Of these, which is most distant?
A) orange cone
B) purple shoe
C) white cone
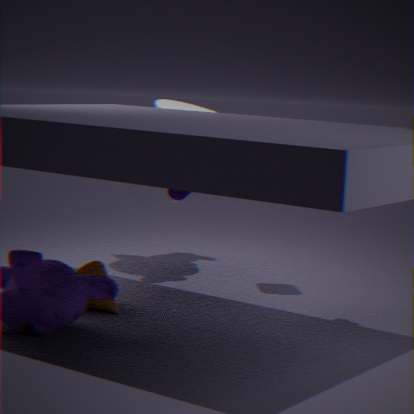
Answer: white cone
